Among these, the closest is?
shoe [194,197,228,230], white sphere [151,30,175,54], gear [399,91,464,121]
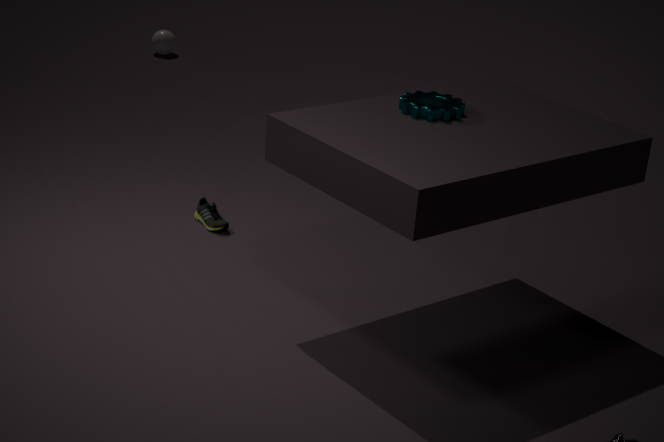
gear [399,91,464,121]
